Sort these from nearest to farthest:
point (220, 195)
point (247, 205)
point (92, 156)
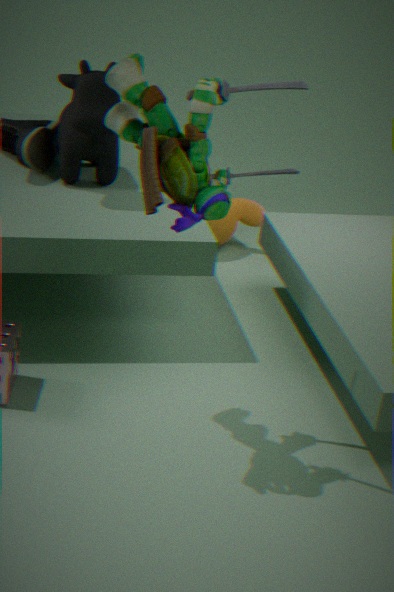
point (220, 195)
point (92, 156)
point (247, 205)
